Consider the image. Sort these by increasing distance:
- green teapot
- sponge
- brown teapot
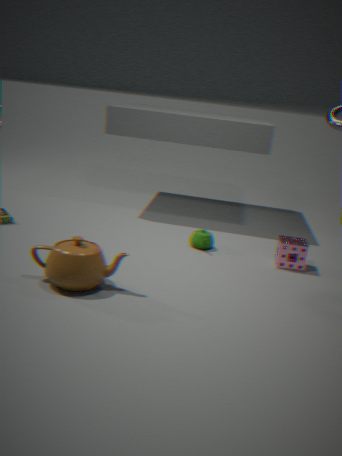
brown teapot
sponge
green teapot
